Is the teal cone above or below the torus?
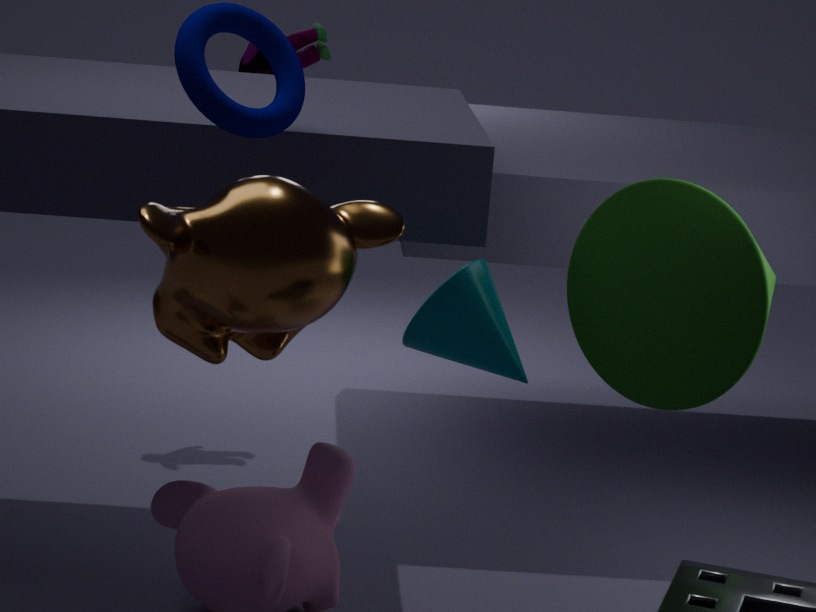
below
